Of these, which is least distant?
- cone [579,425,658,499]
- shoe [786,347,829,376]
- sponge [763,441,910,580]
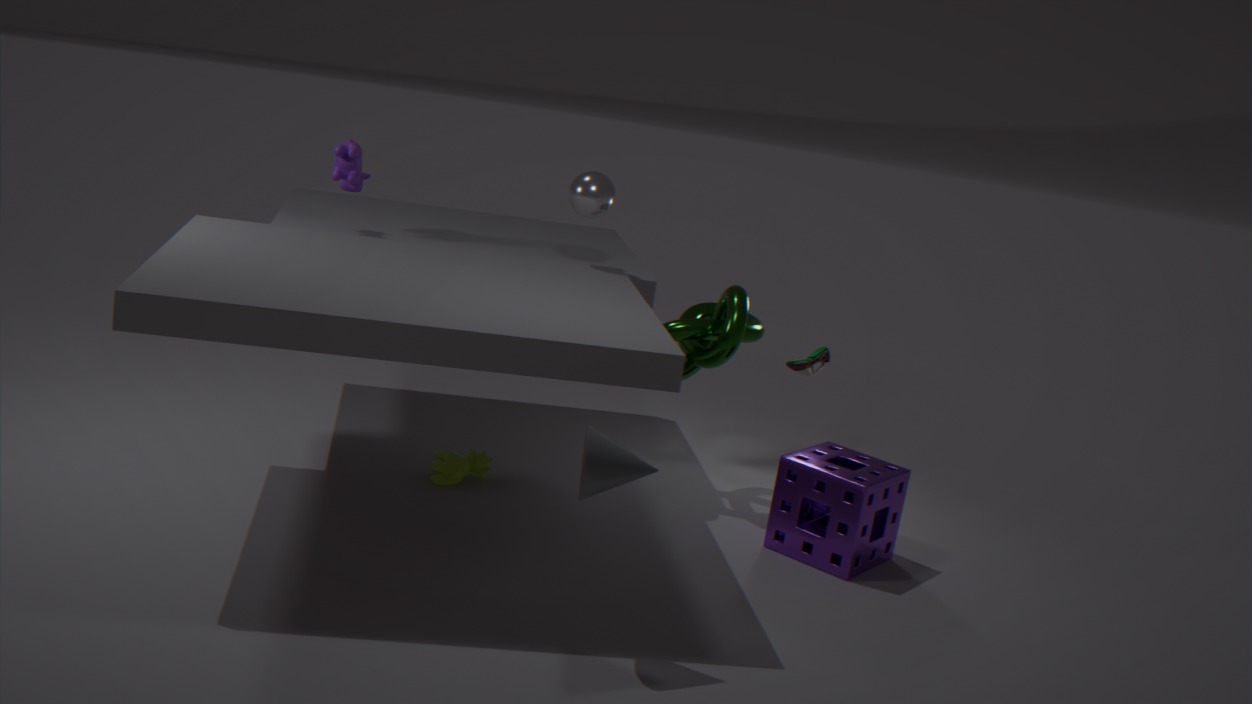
cone [579,425,658,499]
